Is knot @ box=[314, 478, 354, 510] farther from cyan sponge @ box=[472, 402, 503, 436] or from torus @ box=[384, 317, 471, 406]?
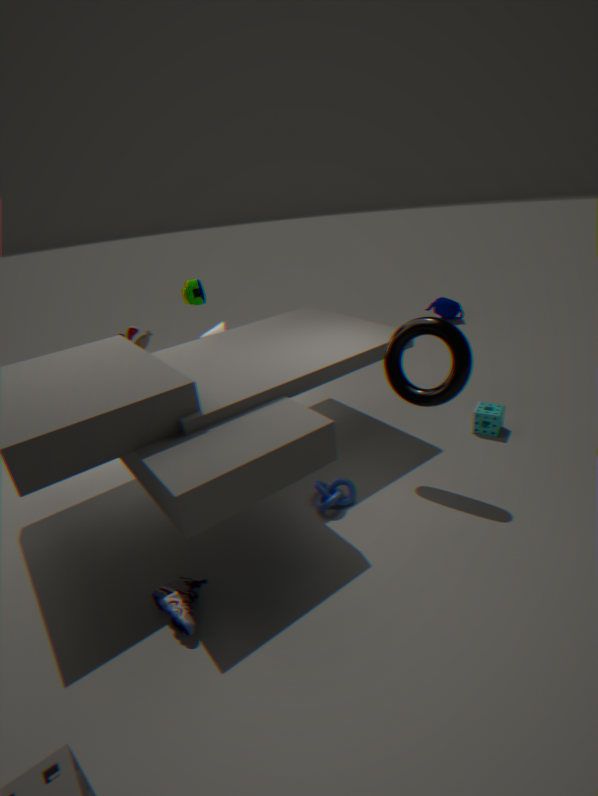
cyan sponge @ box=[472, 402, 503, 436]
